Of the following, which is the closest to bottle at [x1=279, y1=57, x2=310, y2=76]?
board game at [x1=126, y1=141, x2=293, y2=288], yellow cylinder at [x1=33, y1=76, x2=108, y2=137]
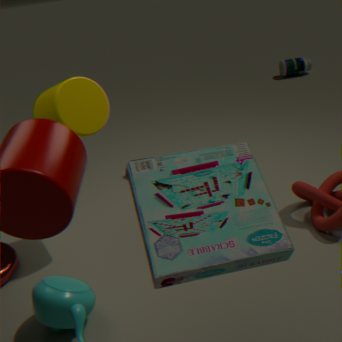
yellow cylinder at [x1=33, y1=76, x2=108, y2=137]
